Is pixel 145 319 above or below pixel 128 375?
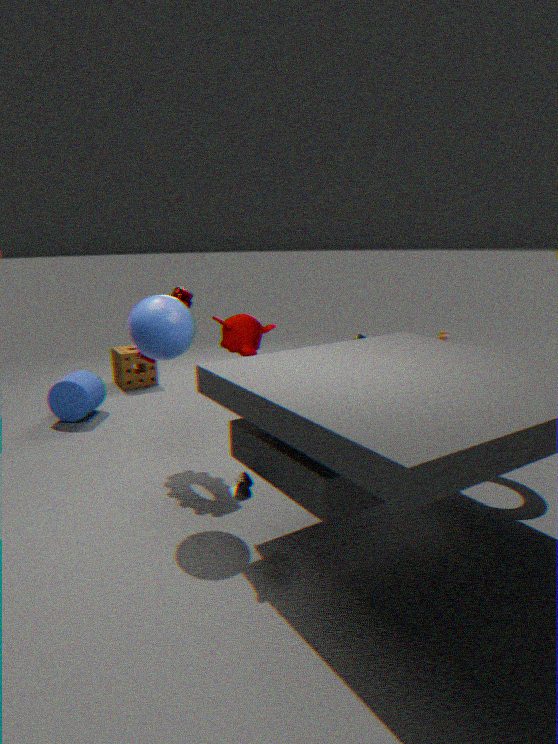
above
